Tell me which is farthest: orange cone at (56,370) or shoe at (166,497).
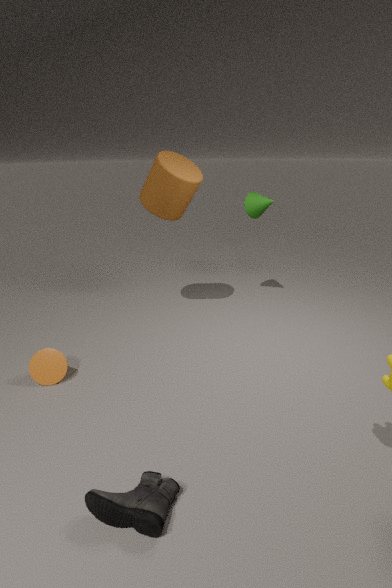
orange cone at (56,370)
